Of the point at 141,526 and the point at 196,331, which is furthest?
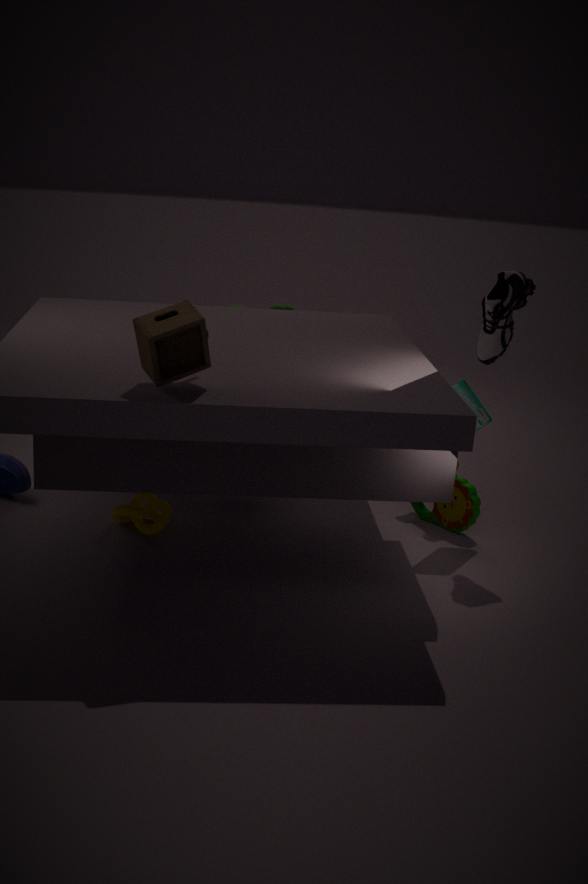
the point at 141,526
